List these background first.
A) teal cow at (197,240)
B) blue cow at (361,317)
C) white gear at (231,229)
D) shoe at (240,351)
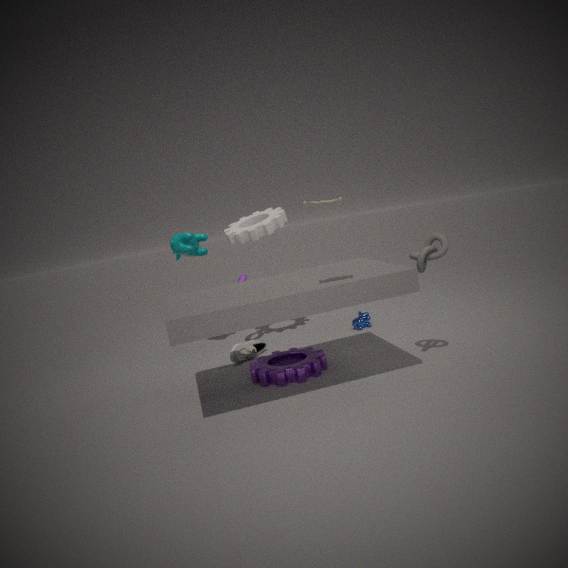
blue cow at (361,317)
teal cow at (197,240)
white gear at (231,229)
shoe at (240,351)
